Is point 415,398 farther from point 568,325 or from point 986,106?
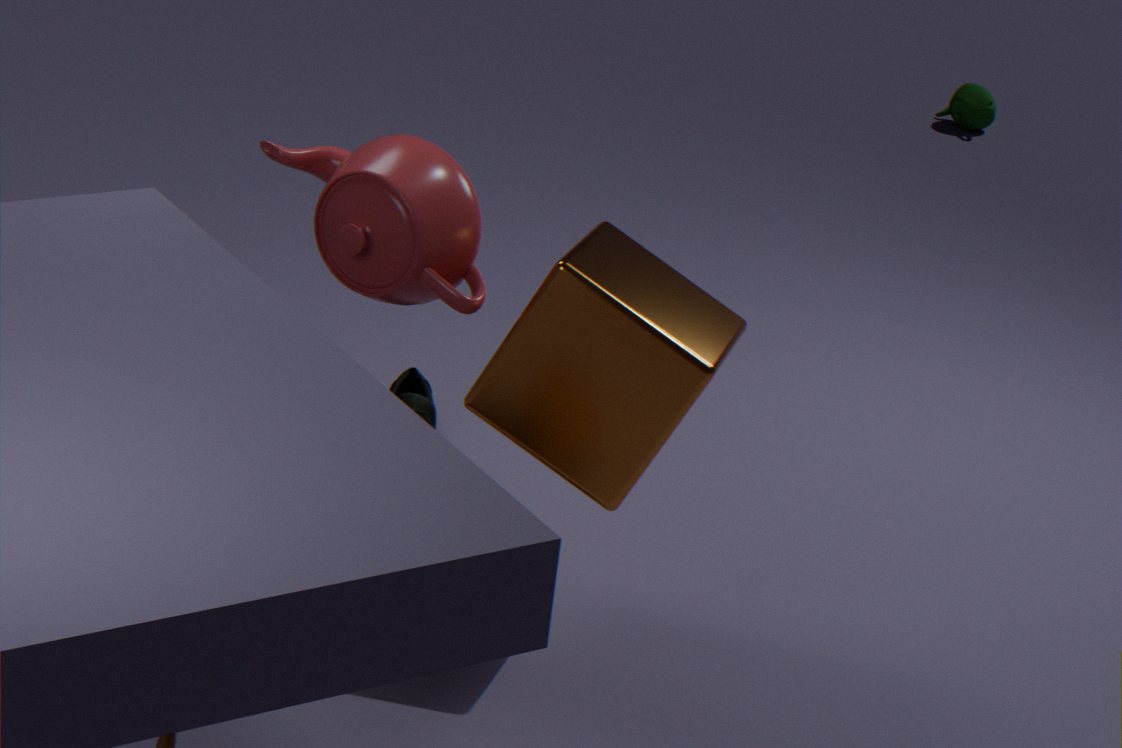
point 986,106
